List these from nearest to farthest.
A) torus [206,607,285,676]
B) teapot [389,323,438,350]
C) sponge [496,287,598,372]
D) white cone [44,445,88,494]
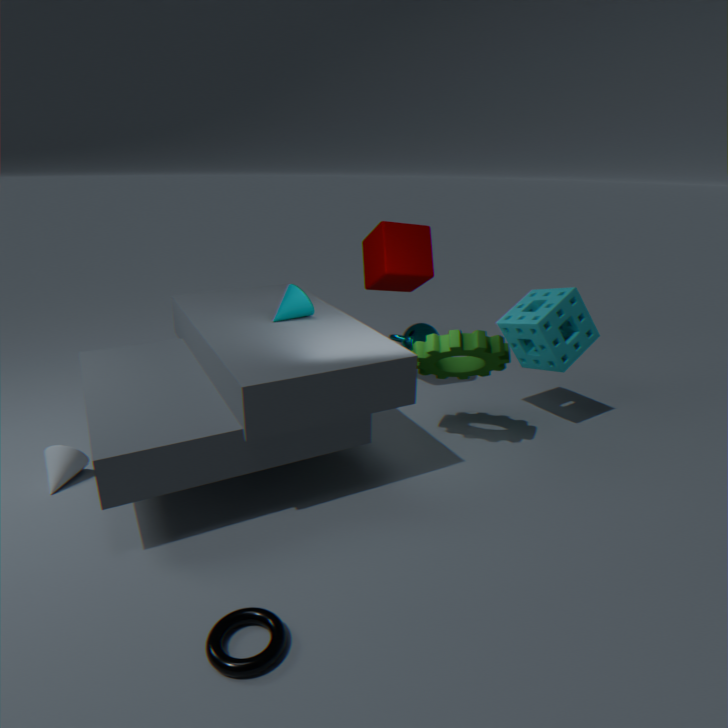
torus [206,607,285,676]
white cone [44,445,88,494]
sponge [496,287,598,372]
teapot [389,323,438,350]
